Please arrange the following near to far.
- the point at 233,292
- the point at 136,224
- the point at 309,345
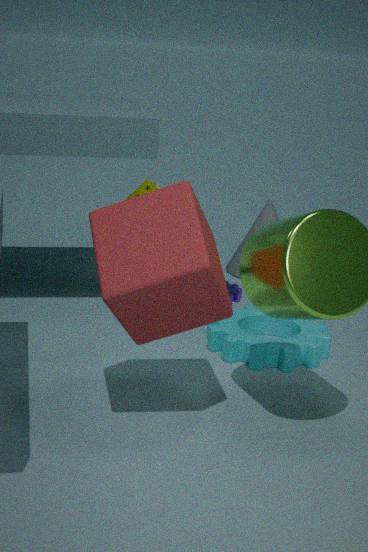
the point at 136,224 < the point at 309,345 < the point at 233,292
